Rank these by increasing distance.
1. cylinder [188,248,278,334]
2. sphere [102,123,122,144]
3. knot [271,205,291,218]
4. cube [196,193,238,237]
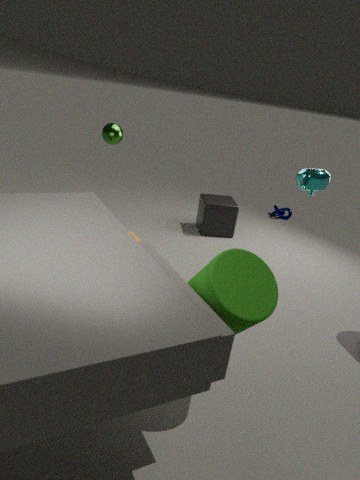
cylinder [188,248,278,334] → sphere [102,123,122,144] → cube [196,193,238,237] → knot [271,205,291,218]
